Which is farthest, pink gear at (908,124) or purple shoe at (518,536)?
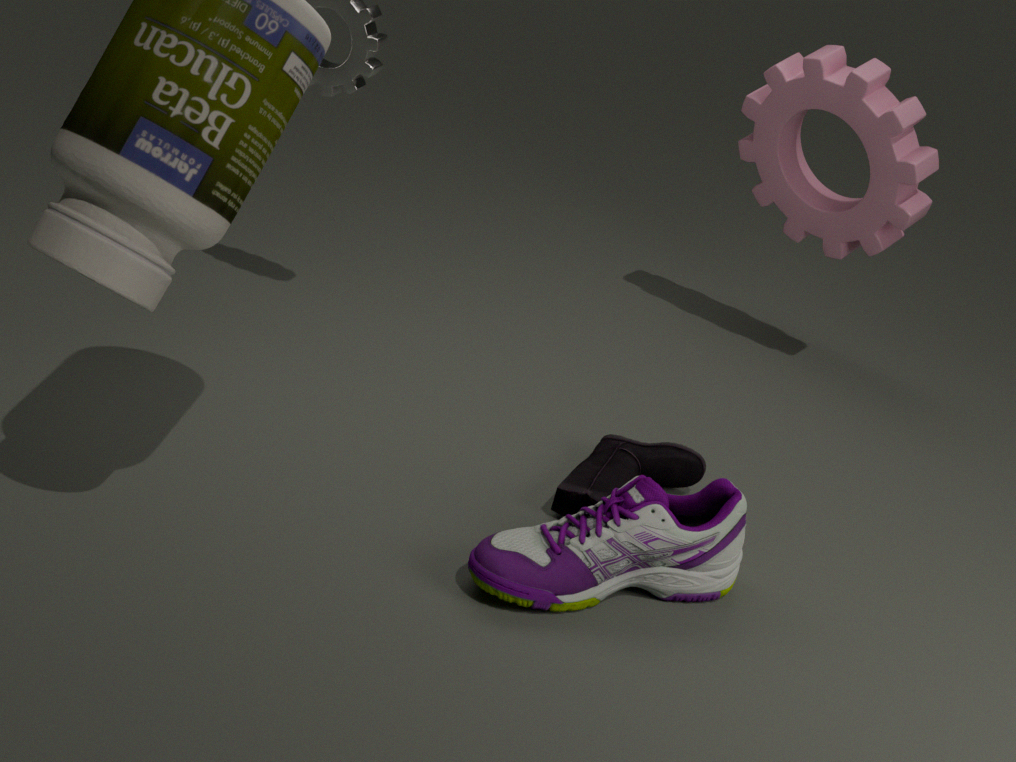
pink gear at (908,124)
